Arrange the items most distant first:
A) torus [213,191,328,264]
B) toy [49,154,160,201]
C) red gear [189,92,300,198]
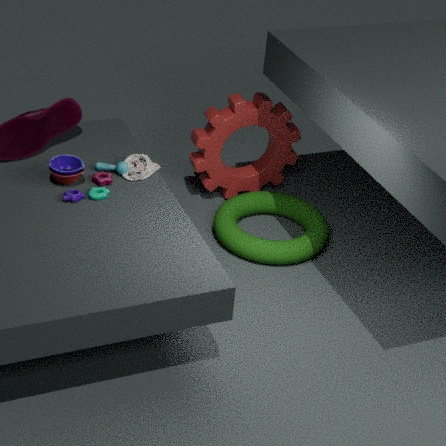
red gear [189,92,300,198] → torus [213,191,328,264] → toy [49,154,160,201]
